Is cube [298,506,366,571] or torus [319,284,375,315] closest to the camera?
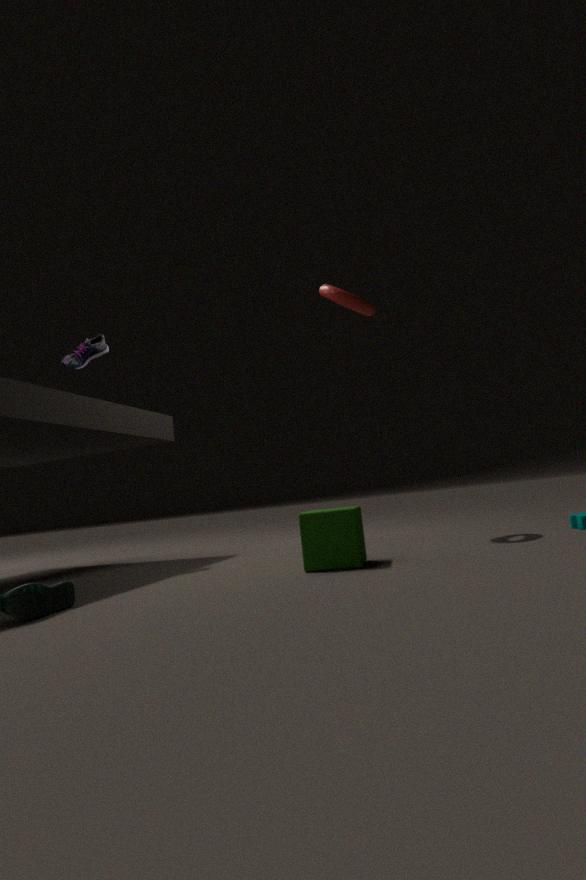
cube [298,506,366,571]
